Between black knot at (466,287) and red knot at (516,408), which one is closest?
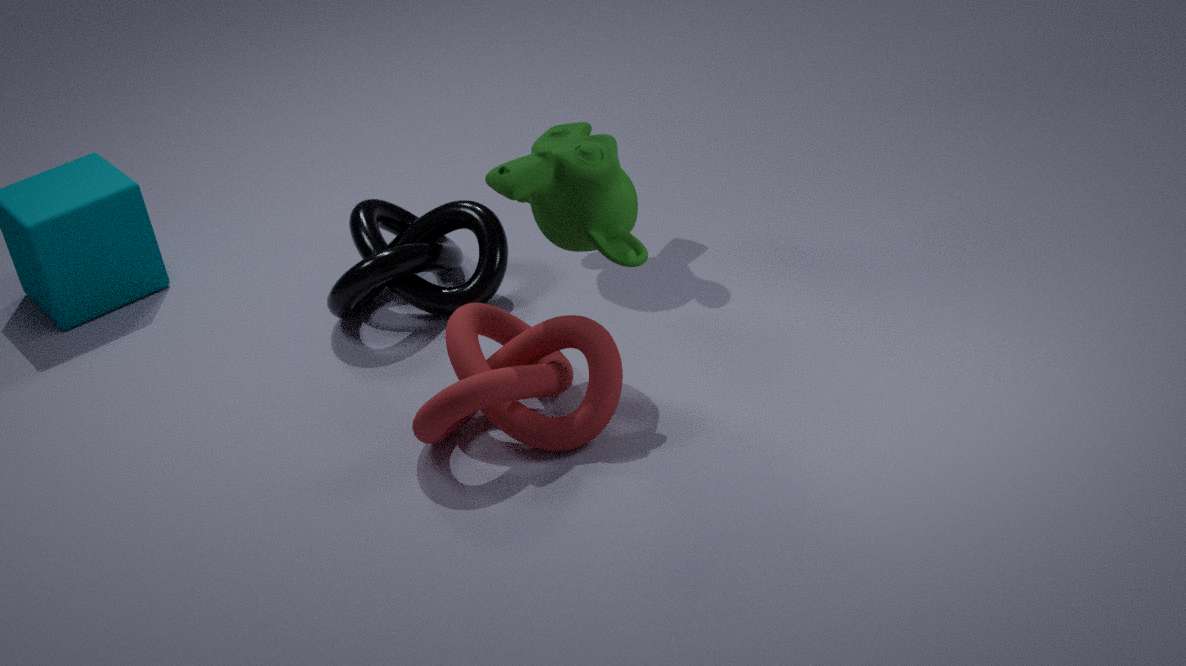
red knot at (516,408)
